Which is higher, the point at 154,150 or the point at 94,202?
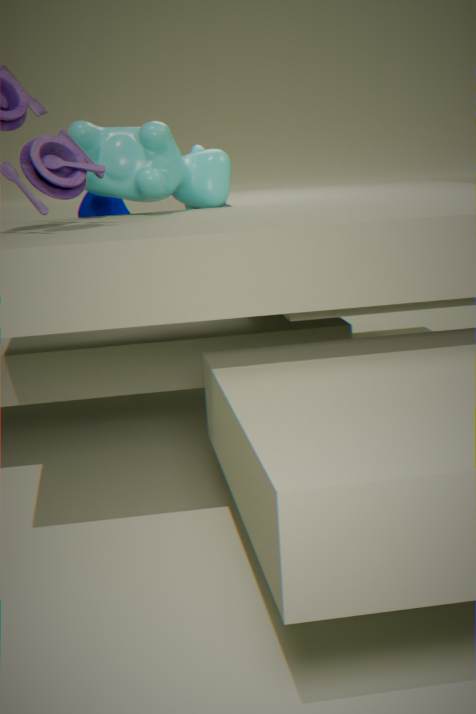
the point at 154,150
